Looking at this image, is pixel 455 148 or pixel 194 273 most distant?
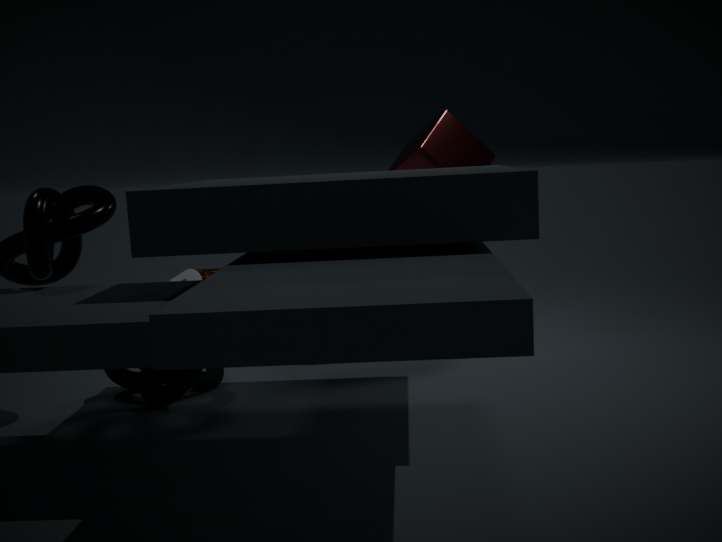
pixel 194 273
